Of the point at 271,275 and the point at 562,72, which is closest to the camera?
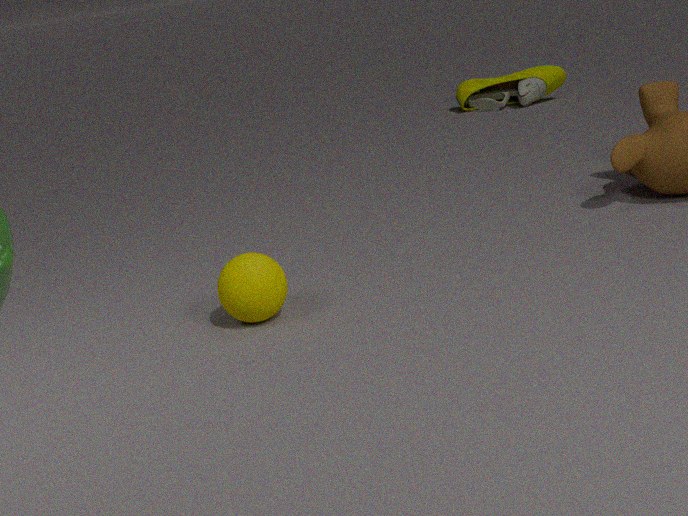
the point at 271,275
